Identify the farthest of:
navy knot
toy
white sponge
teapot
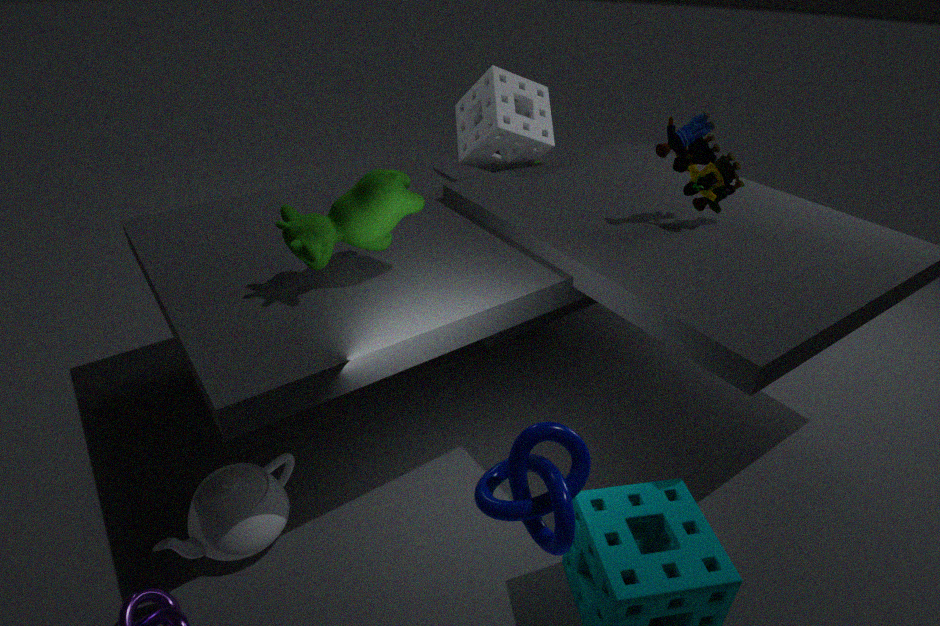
white sponge
